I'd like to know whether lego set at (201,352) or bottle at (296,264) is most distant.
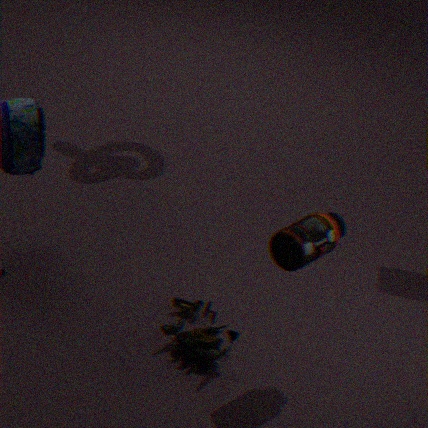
lego set at (201,352)
